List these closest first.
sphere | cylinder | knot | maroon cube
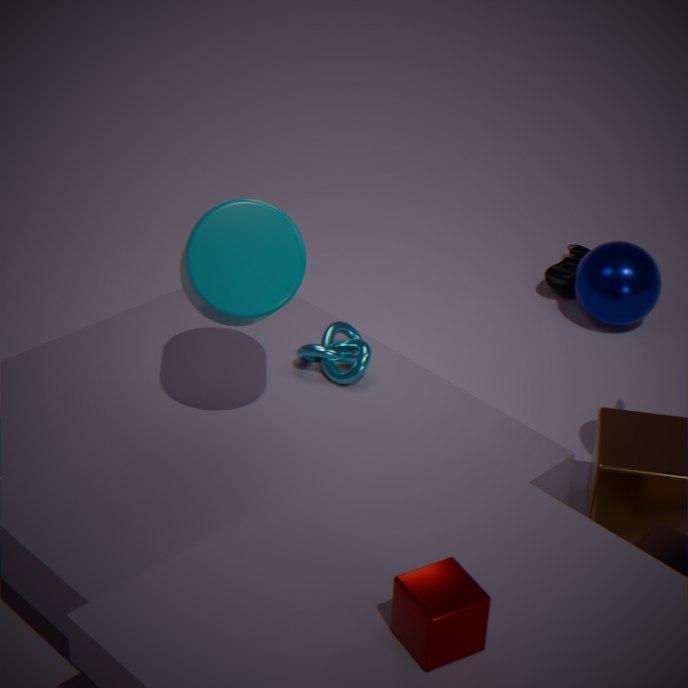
maroon cube < cylinder < knot < sphere
